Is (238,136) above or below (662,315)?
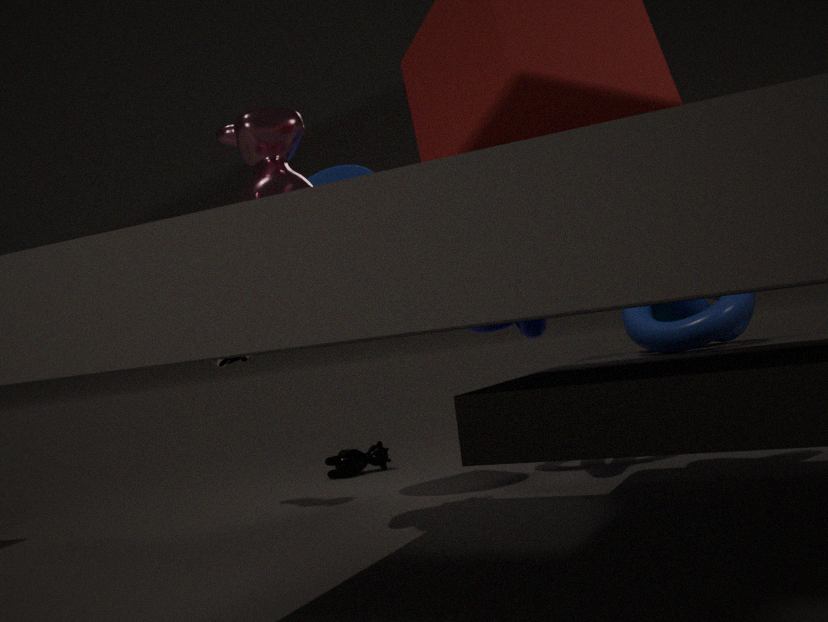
above
